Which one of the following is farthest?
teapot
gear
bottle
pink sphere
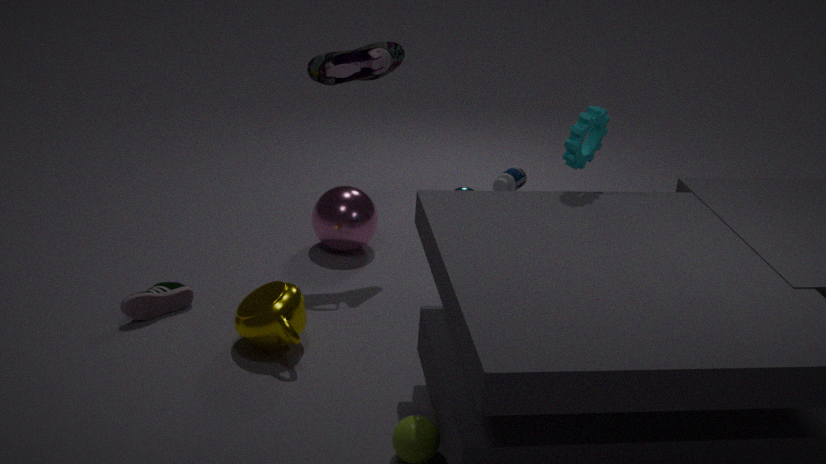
bottle
